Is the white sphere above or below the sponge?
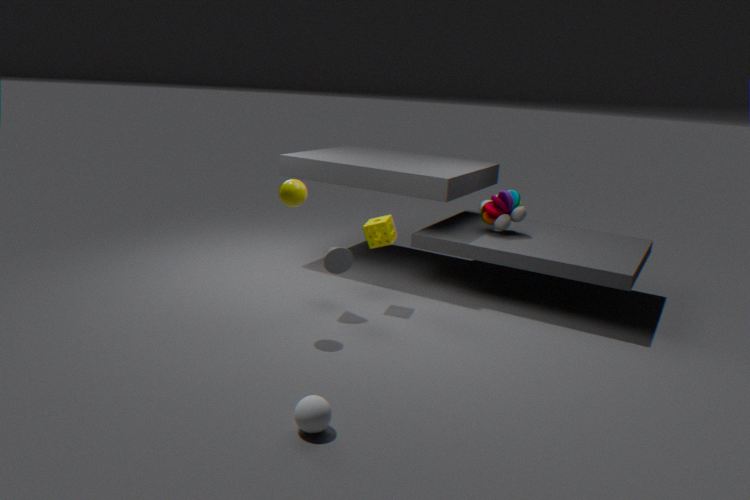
below
